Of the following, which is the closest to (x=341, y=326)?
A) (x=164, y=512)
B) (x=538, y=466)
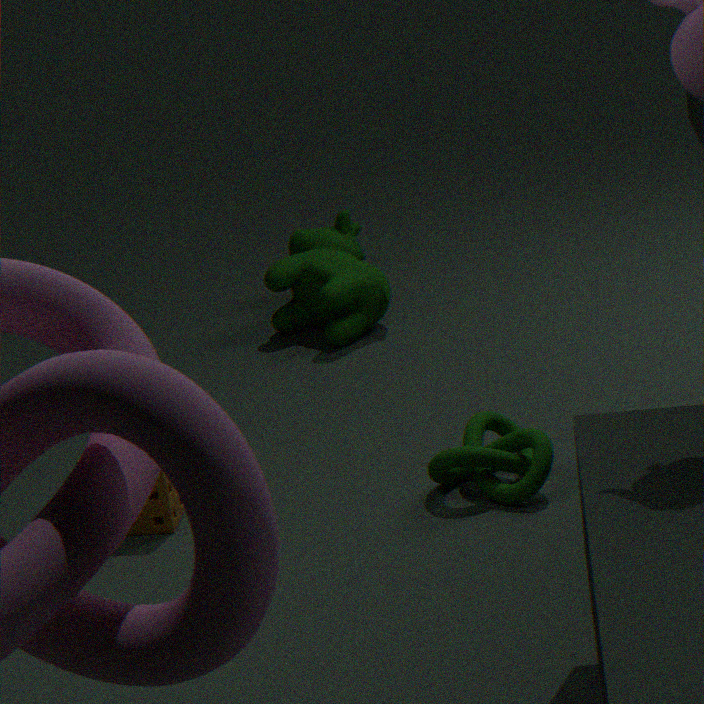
(x=164, y=512)
